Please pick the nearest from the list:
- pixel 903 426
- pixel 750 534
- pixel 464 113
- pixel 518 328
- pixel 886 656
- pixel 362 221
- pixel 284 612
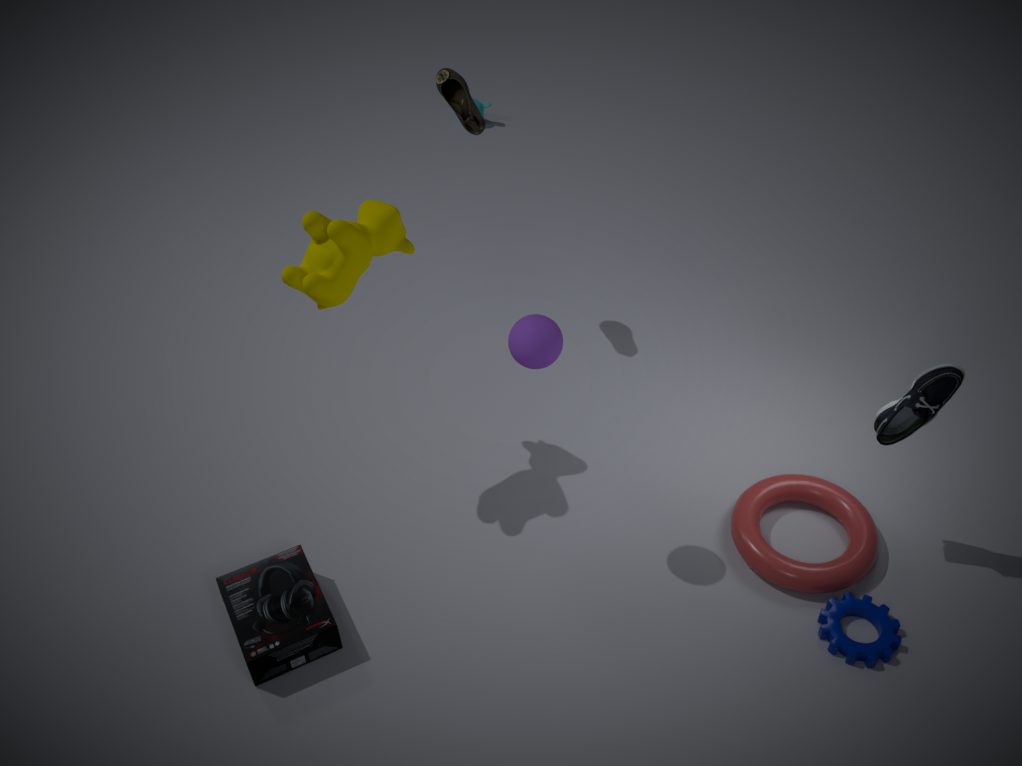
pixel 518 328
